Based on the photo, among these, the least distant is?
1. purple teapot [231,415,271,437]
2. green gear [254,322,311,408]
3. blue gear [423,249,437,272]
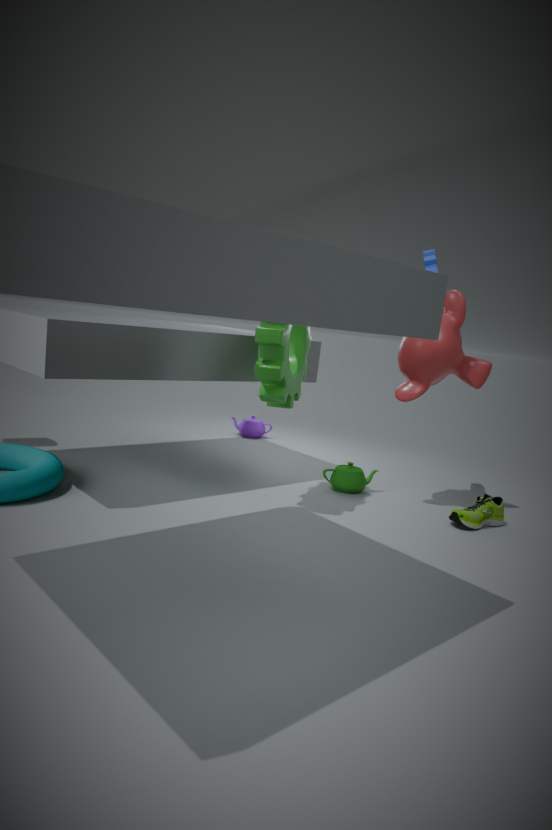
green gear [254,322,311,408]
